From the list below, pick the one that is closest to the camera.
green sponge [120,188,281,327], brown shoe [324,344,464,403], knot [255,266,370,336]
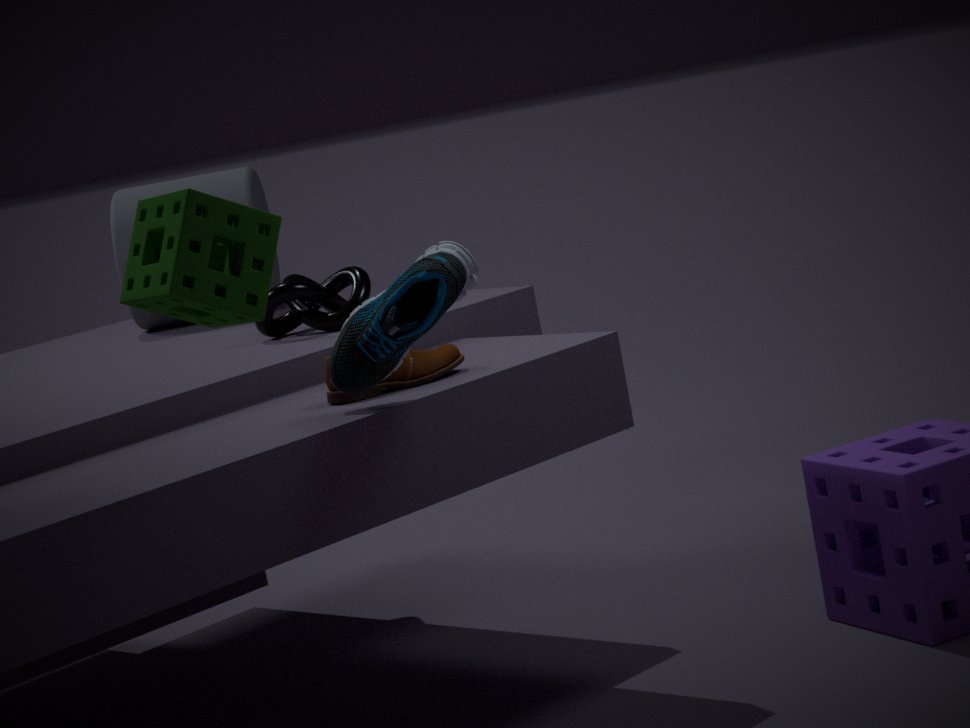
green sponge [120,188,281,327]
